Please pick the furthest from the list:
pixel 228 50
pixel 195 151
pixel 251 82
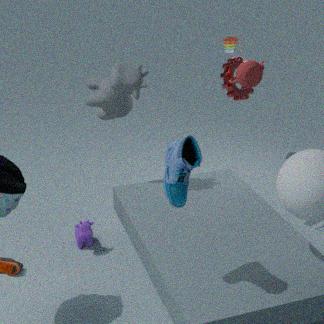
pixel 228 50
